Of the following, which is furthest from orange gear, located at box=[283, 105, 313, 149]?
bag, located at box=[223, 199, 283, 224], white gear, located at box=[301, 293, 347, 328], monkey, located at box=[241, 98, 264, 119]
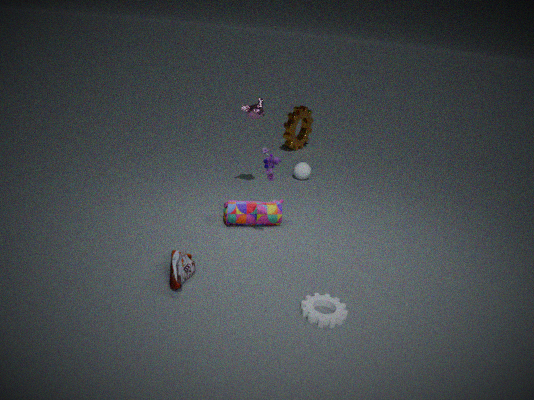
white gear, located at box=[301, 293, 347, 328]
